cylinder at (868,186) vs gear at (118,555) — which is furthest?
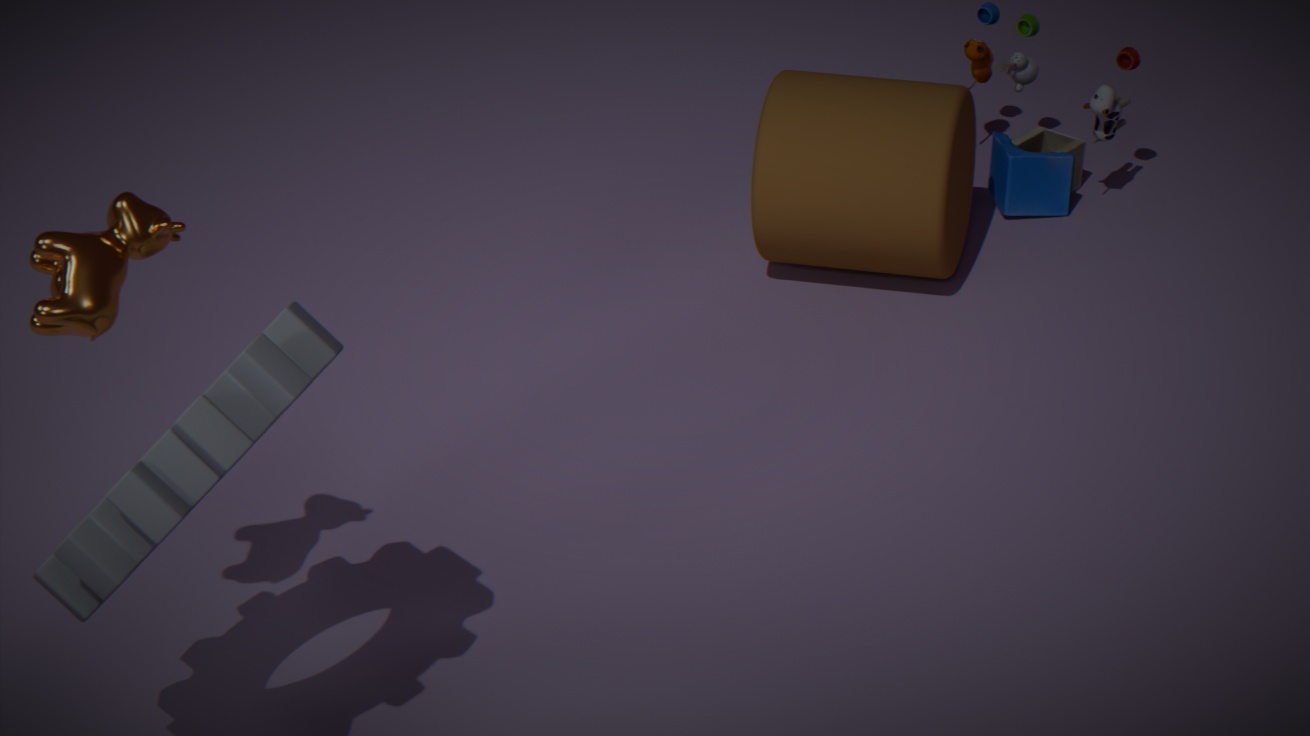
cylinder at (868,186)
